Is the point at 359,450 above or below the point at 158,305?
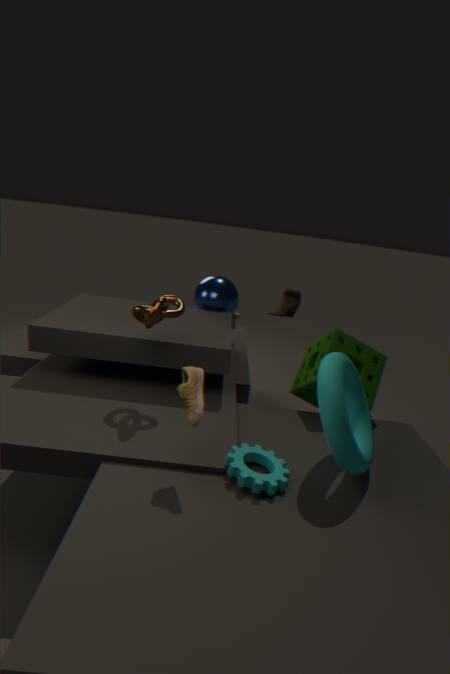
below
